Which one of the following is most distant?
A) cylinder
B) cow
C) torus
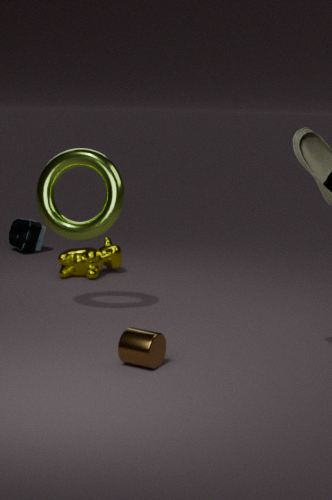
cow
